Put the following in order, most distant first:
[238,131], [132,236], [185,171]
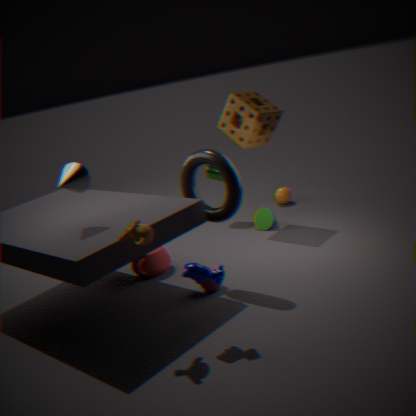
1. [238,131]
2. [185,171]
3. [132,236]
